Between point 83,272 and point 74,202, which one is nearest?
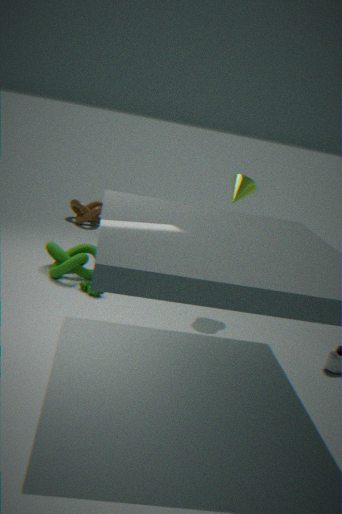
point 83,272
